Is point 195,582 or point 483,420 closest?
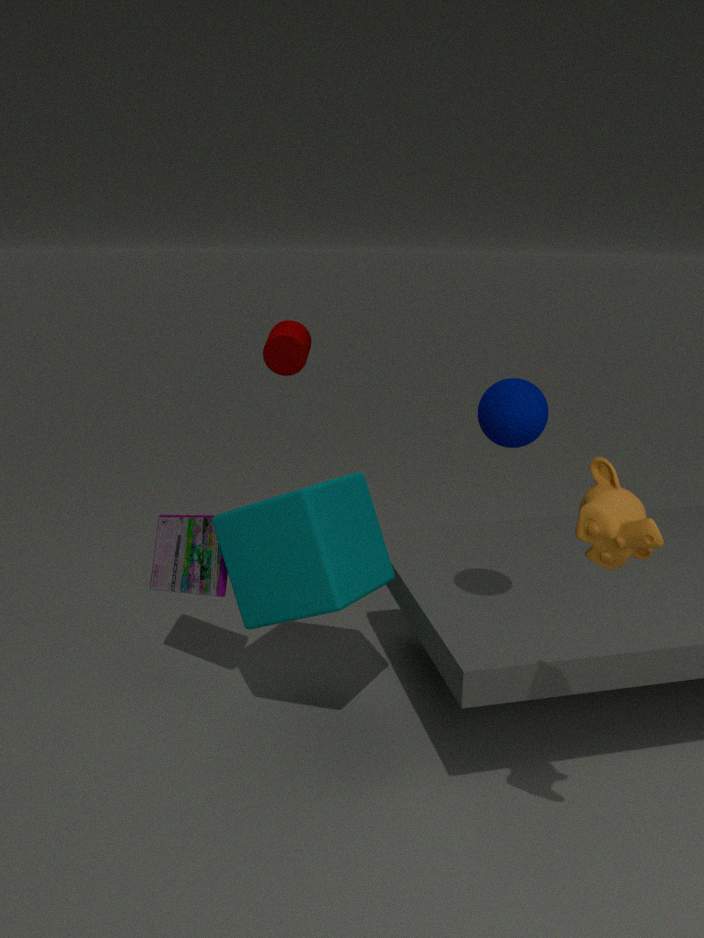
point 483,420
